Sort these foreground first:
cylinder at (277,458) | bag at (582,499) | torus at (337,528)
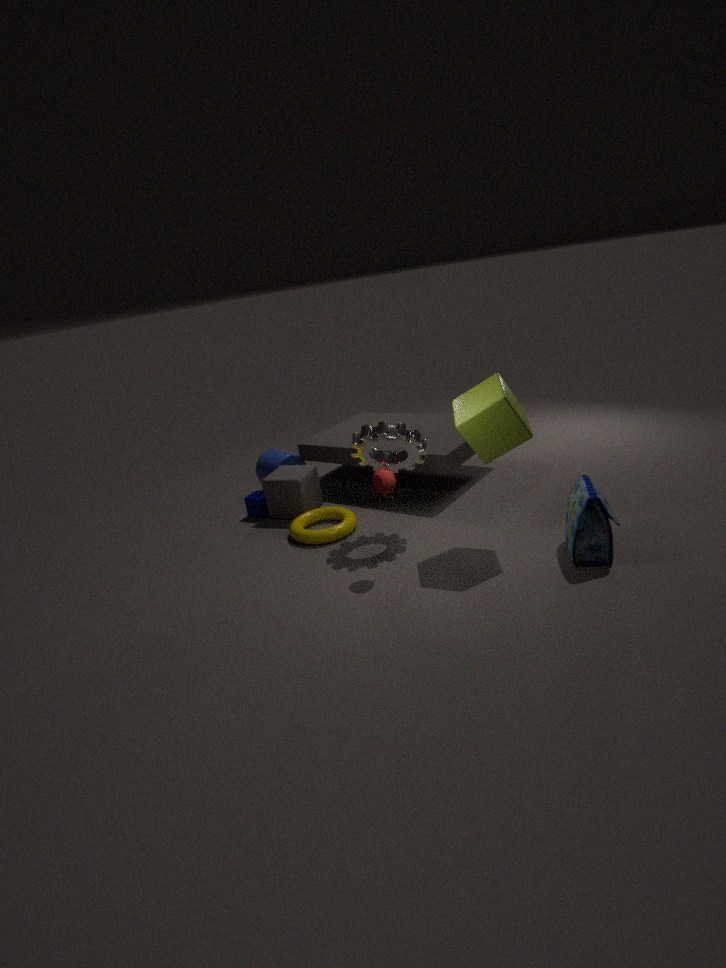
bag at (582,499) → torus at (337,528) → cylinder at (277,458)
